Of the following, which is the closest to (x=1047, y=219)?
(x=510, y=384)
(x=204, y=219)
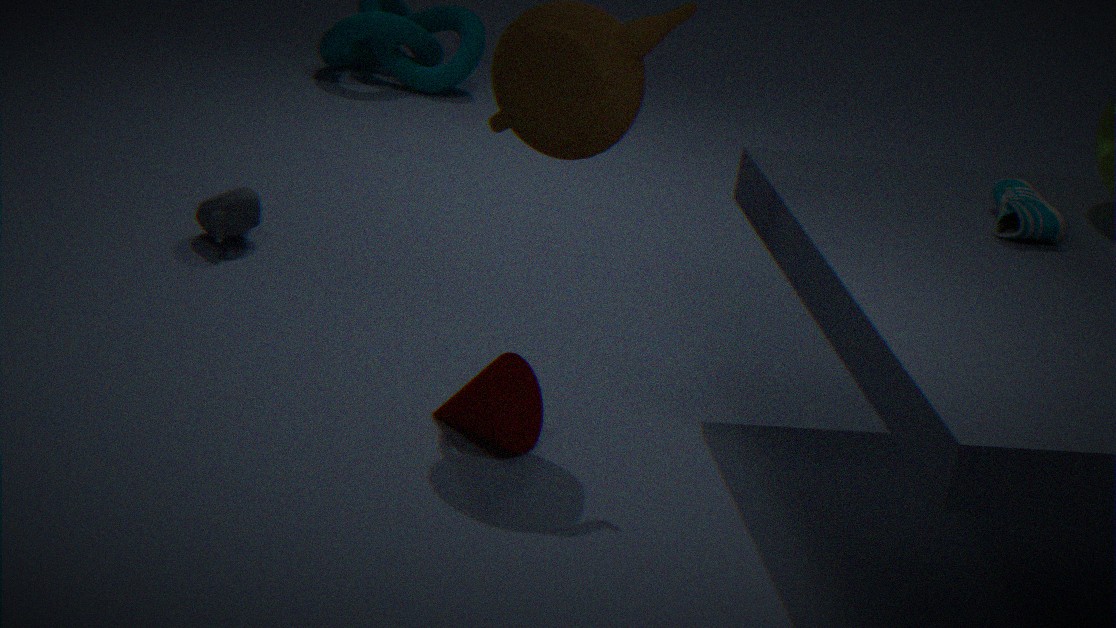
(x=510, y=384)
